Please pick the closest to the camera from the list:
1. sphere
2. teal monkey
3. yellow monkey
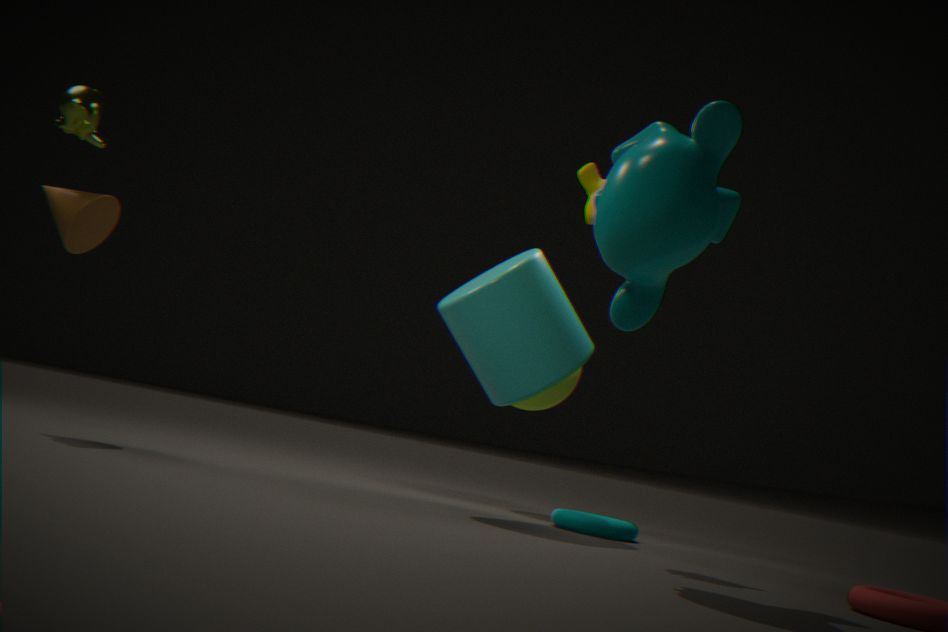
teal monkey
